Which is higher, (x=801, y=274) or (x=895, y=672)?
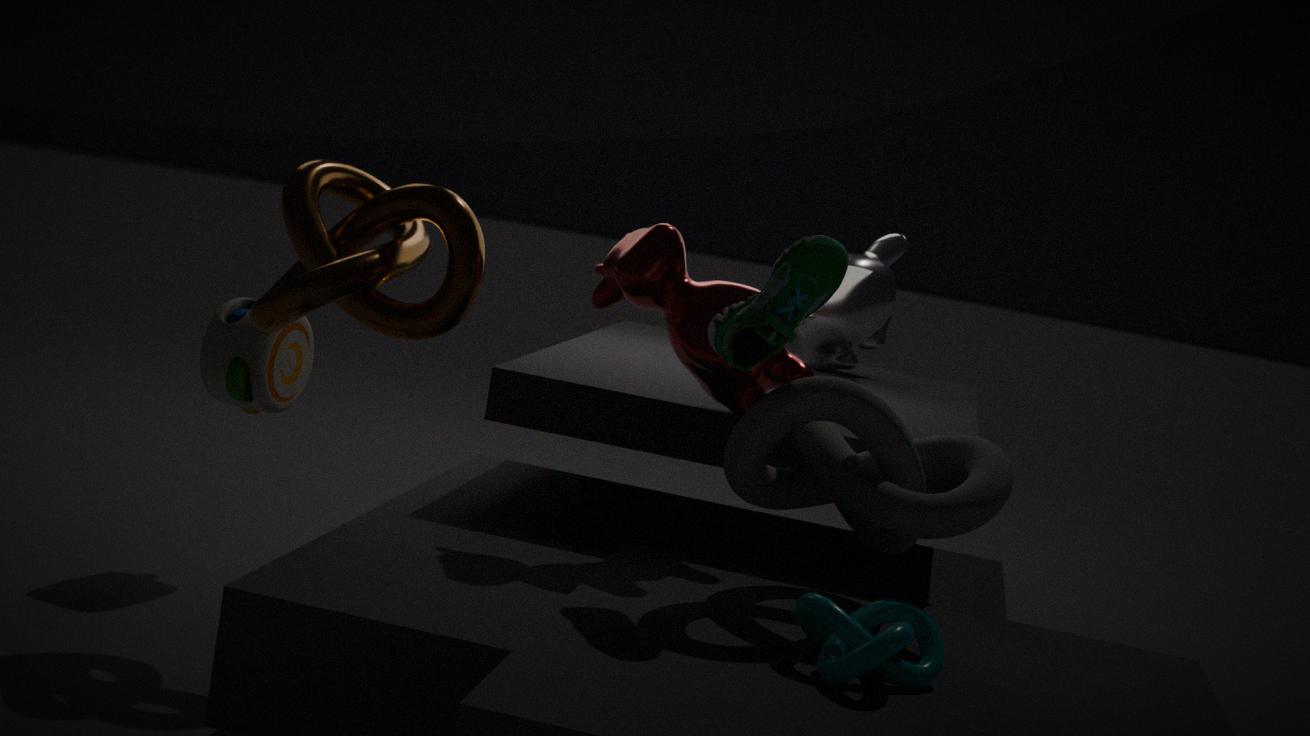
(x=801, y=274)
